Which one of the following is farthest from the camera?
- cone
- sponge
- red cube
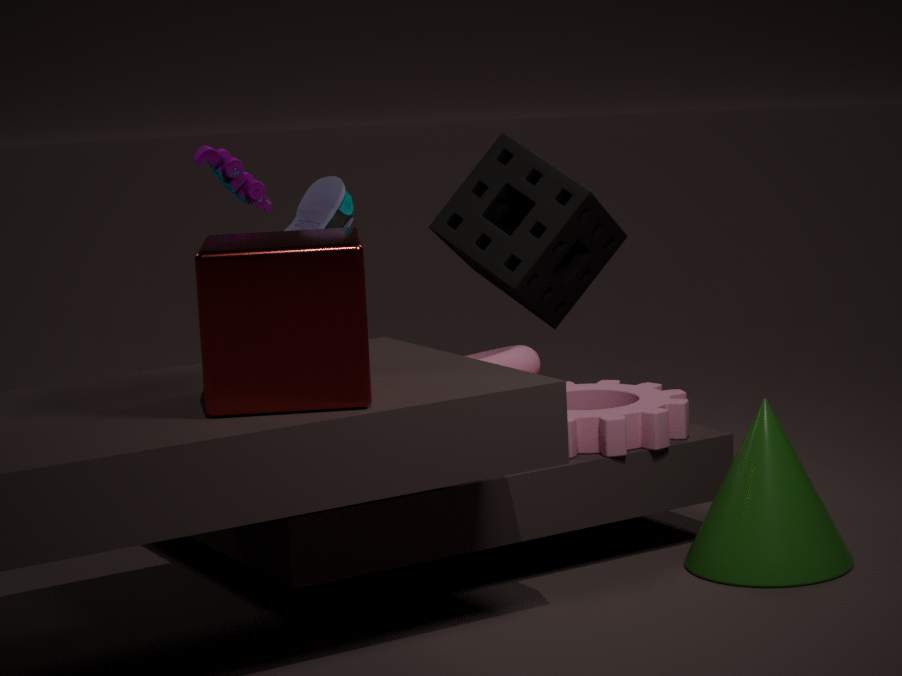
sponge
